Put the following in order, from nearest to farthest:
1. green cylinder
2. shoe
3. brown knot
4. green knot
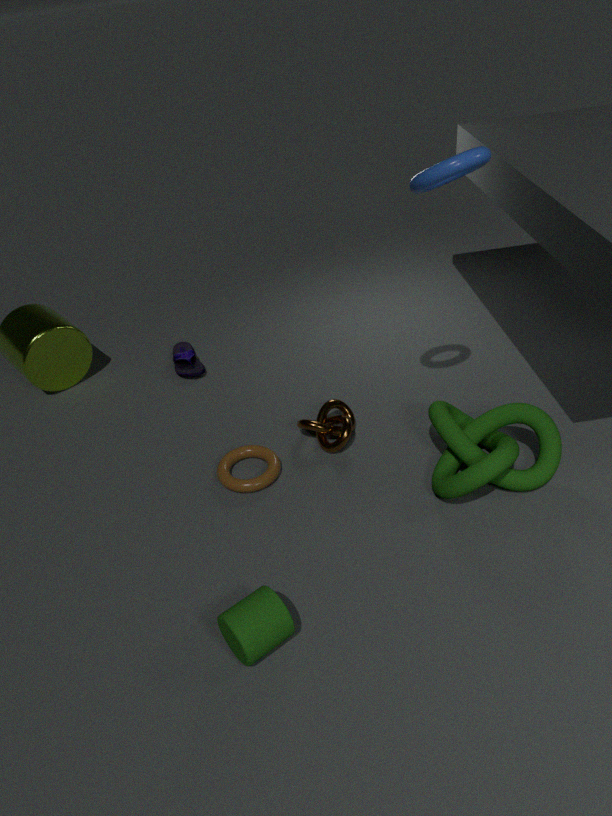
green cylinder, green knot, brown knot, shoe
